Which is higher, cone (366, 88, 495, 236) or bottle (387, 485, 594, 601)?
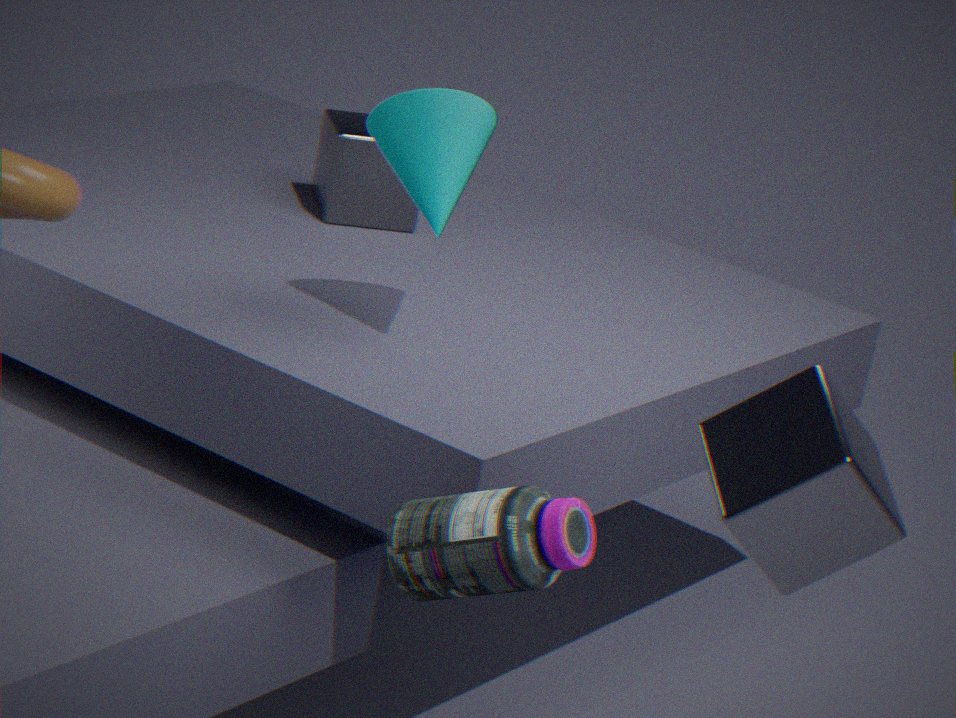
cone (366, 88, 495, 236)
